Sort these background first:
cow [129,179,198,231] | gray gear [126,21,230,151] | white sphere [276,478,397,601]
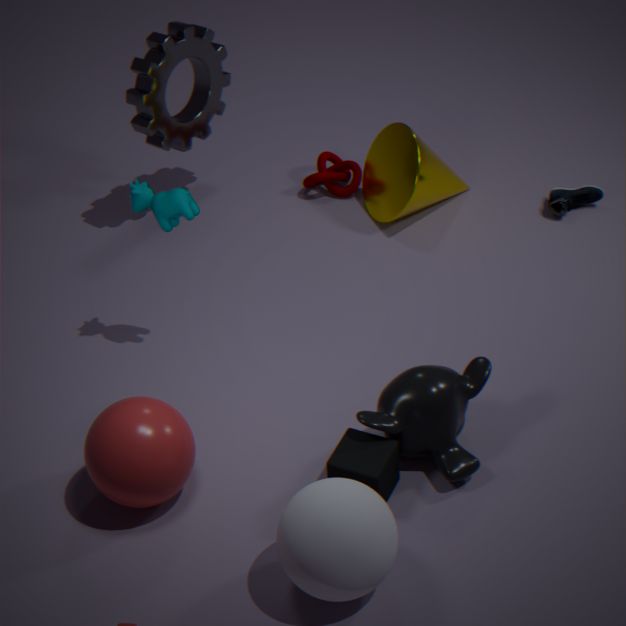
gray gear [126,21,230,151], cow [129,179,198,231], white sphere [276,478,397,601]
